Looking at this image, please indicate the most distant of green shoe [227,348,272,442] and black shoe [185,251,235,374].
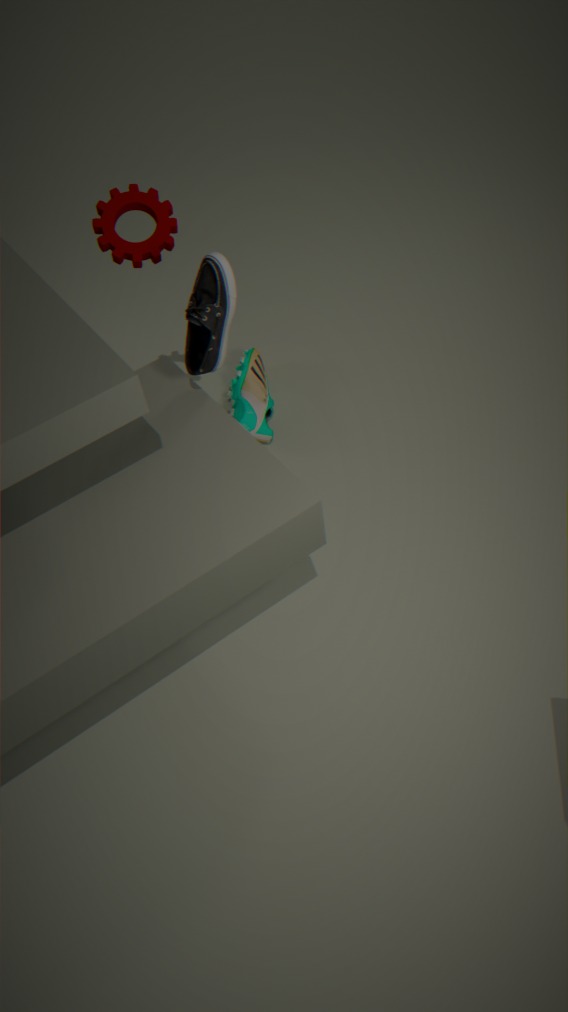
green shoe [227,348,272,442]
